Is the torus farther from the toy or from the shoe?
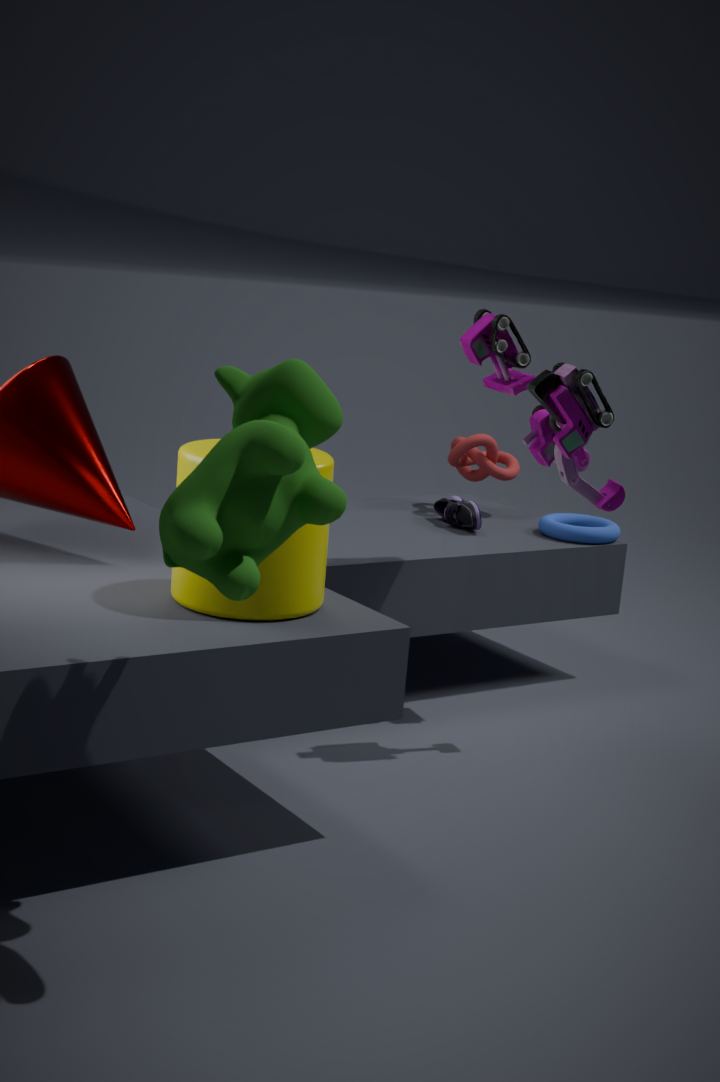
the toy
